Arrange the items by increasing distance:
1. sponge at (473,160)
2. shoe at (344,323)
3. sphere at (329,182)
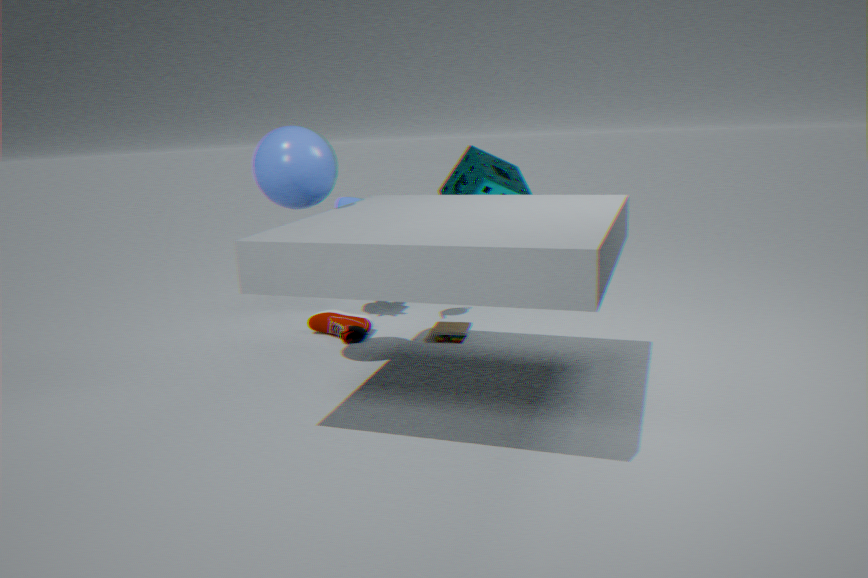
sphere at (329,182) < shoe at (344,323) < sponge at (473,160)
